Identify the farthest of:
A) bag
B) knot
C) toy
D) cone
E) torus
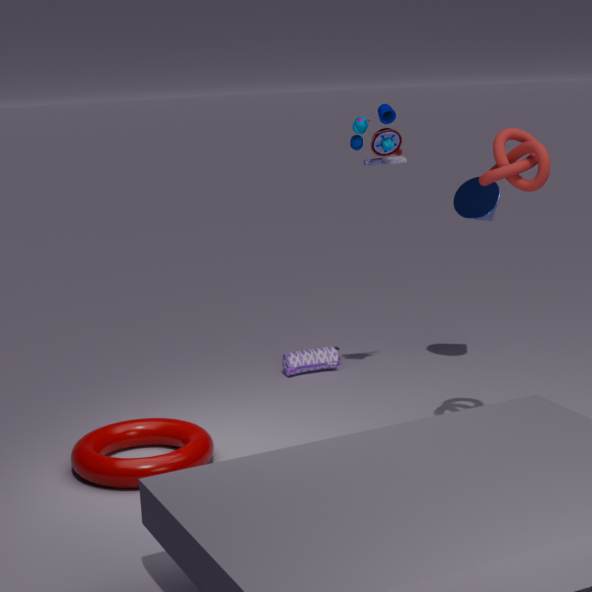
A. bag
